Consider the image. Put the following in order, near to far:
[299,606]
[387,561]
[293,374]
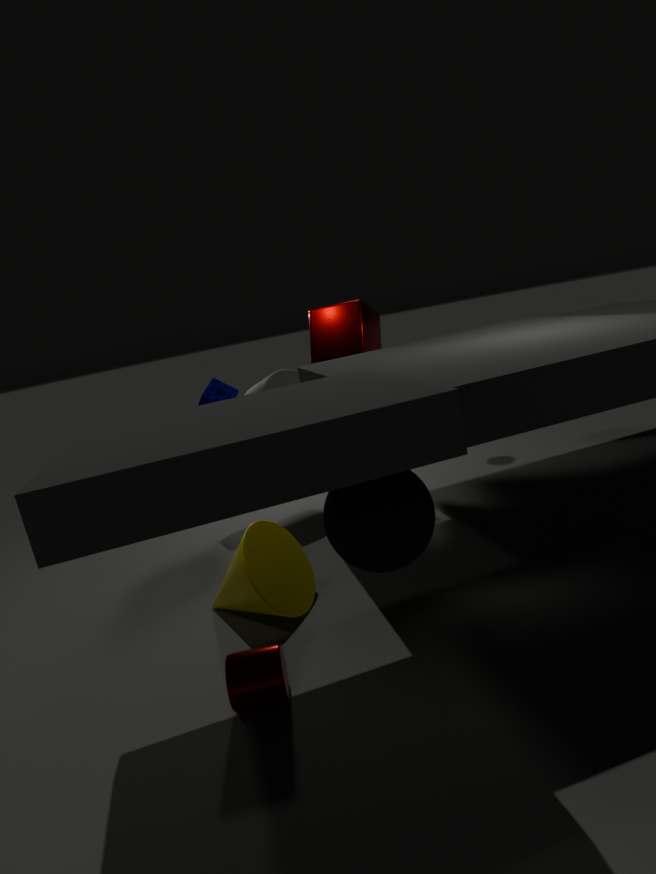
[387,561], [299,606], [293,374]
